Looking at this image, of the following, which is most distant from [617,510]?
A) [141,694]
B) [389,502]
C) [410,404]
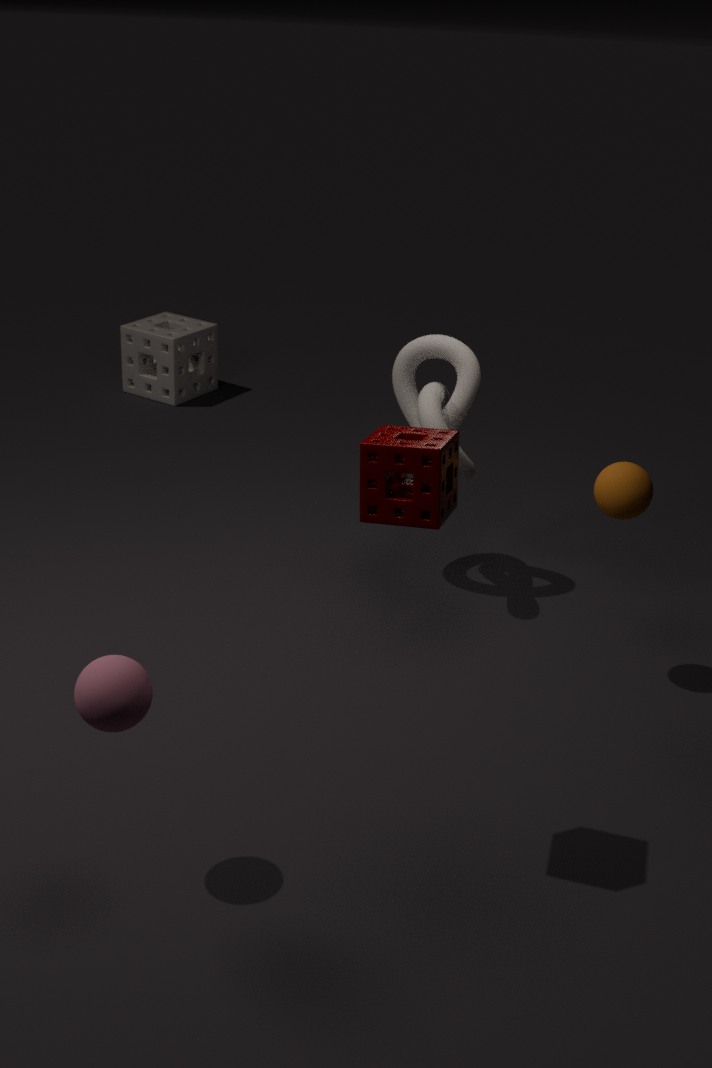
[141,694]
